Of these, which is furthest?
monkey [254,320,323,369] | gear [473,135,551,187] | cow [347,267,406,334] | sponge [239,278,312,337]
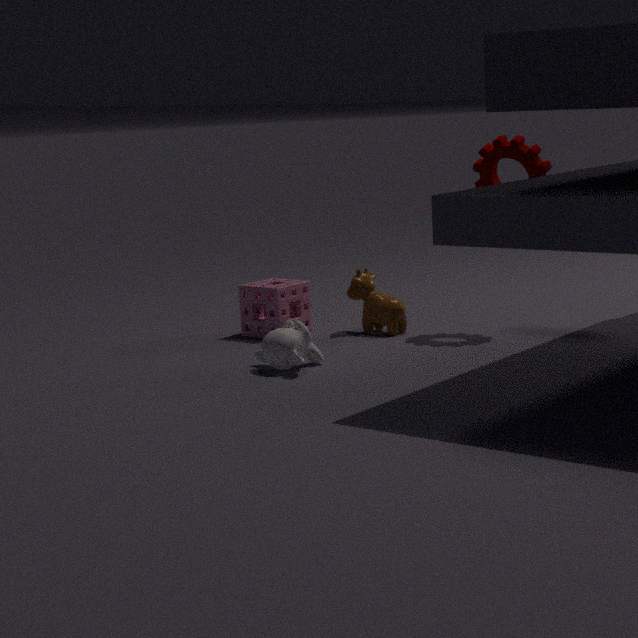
sponge [239,278,312,337]
